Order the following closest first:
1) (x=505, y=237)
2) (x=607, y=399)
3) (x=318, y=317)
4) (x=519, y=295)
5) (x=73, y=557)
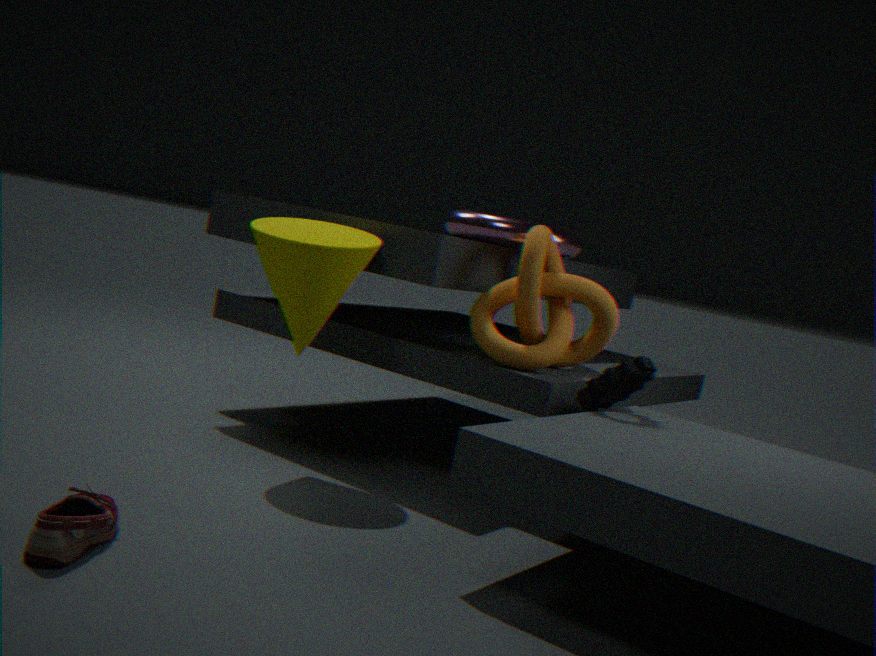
5. (x=73, y=557), 3. (x=318, y=317), 2. (x=607, y=399), 4. (x=519, y=295), 1. (x=505, y=237)
